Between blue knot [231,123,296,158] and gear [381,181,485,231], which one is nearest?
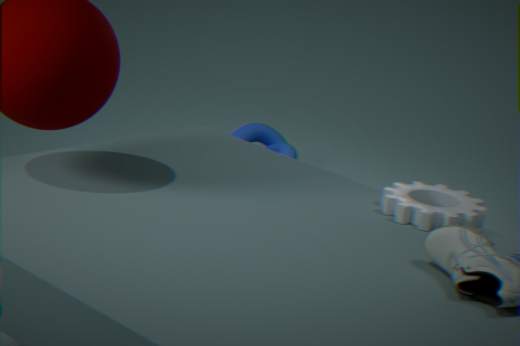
gear [381,181,485,231]
